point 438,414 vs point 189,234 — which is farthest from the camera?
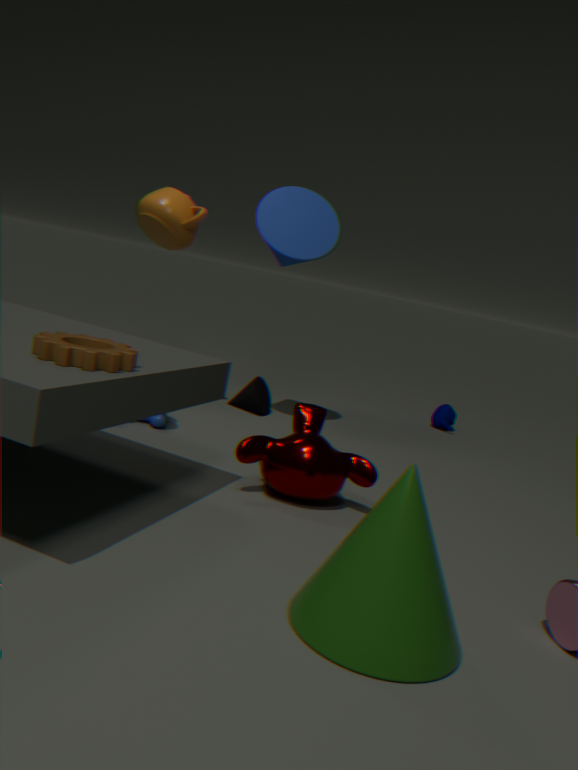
point 438,414
